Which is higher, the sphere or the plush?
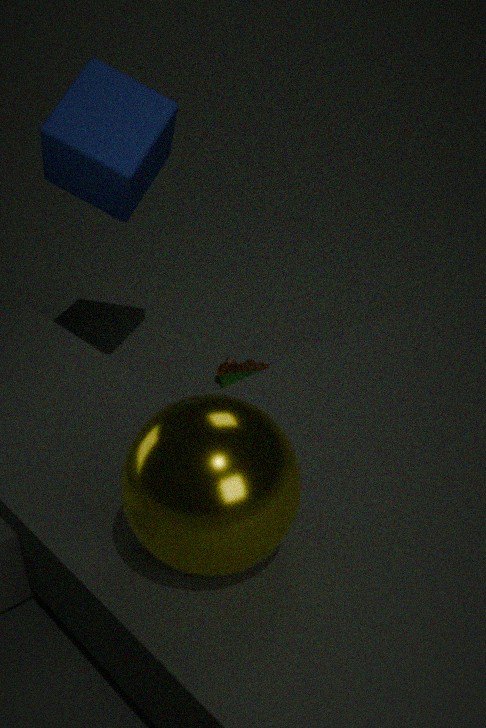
the sphere
